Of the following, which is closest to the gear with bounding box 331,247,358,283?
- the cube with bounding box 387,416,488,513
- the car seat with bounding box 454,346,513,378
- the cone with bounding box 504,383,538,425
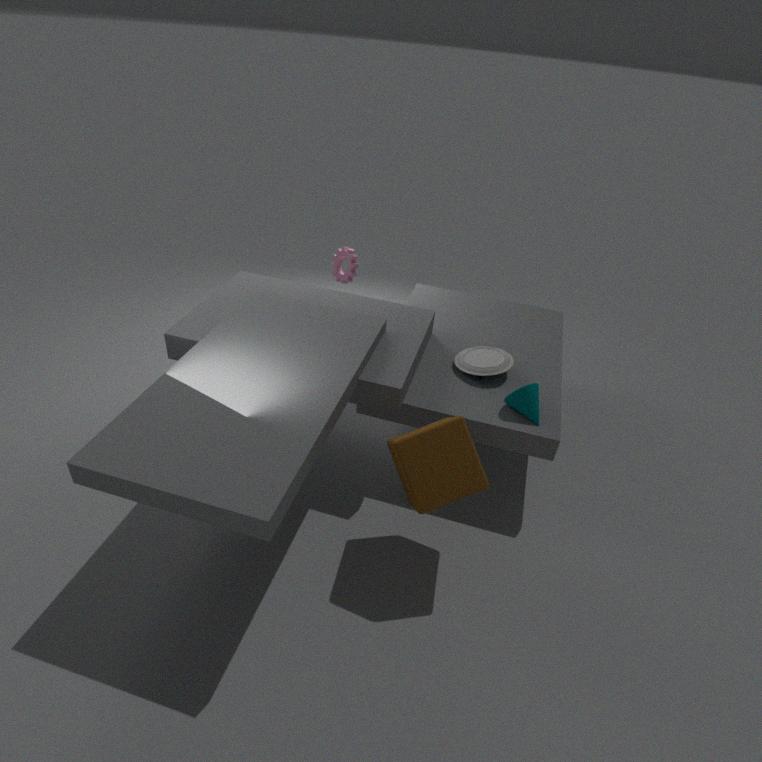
the car seat with bounding box 454,346,513,378
